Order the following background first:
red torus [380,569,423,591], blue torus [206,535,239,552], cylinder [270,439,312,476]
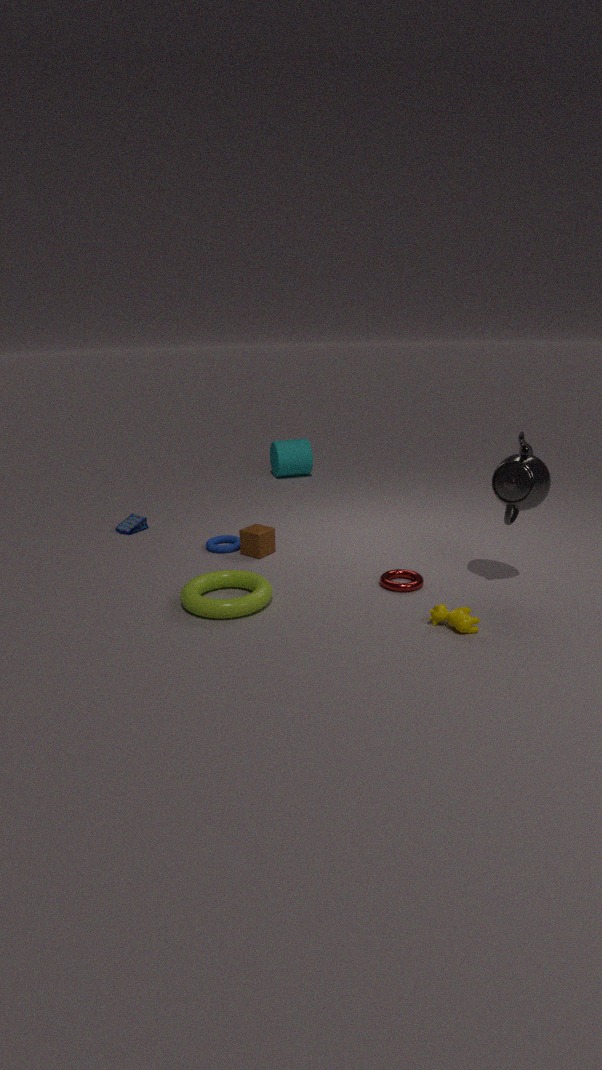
cylinder [270,439,312,476] → blue torus [206,535,239,552] → red torus [380,569,423,591]
